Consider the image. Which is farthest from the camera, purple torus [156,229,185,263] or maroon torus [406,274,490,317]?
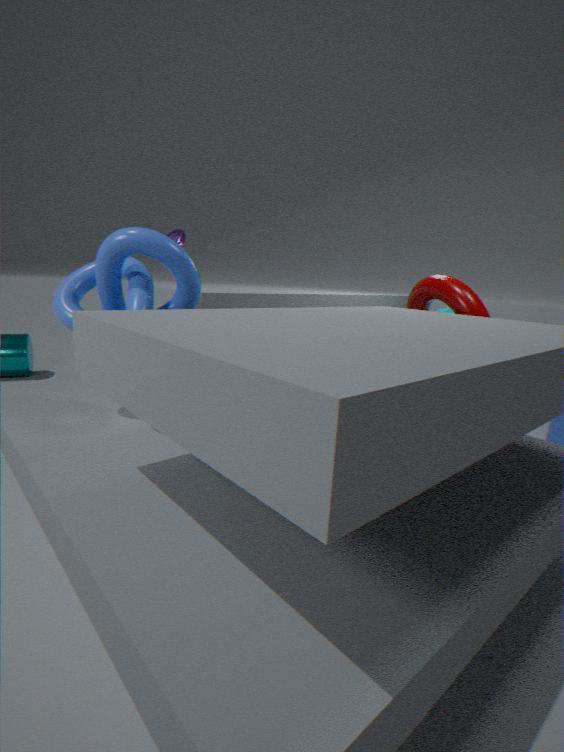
purple torus [156,229,185,263]
